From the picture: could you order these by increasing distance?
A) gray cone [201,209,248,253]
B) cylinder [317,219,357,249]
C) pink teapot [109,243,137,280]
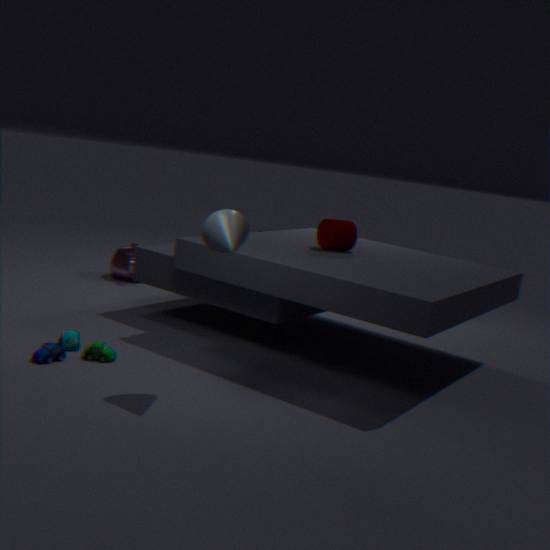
gray cone [201,209,248,253], cylinder [317,219,357,249], pink teapot [109,243,137,280]
